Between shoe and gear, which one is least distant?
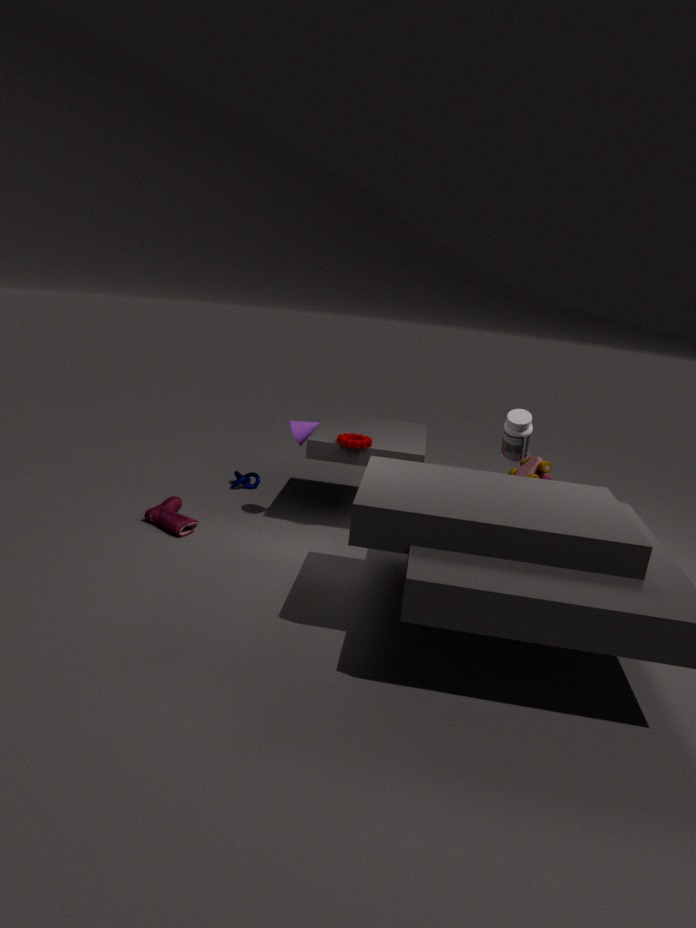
shoe
